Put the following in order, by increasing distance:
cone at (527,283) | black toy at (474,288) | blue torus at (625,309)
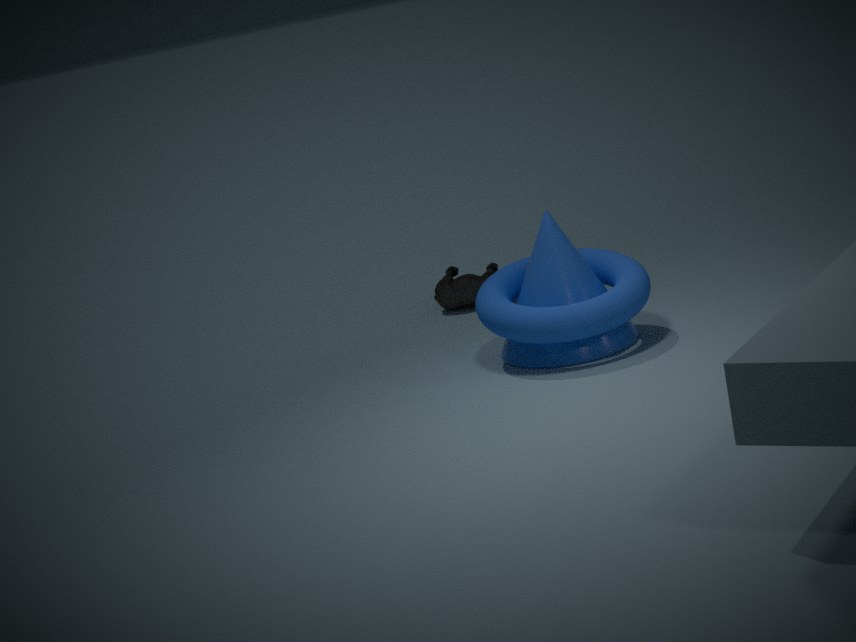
blue torus at (625,309) → cone at (527,283) → black toy at (474,288)
